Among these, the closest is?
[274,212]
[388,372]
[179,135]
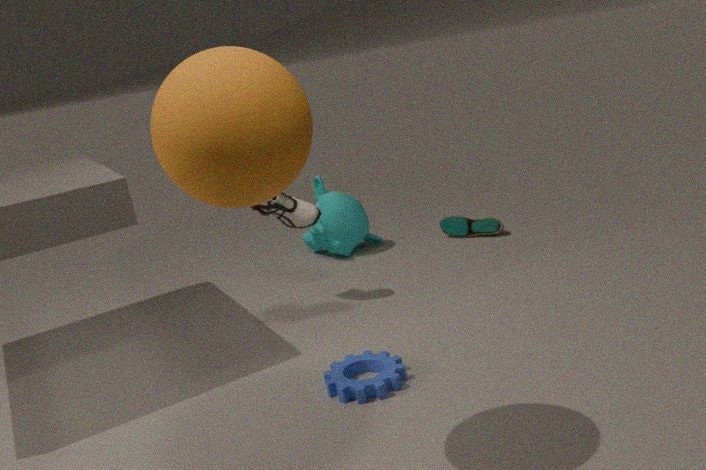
[179,135]
